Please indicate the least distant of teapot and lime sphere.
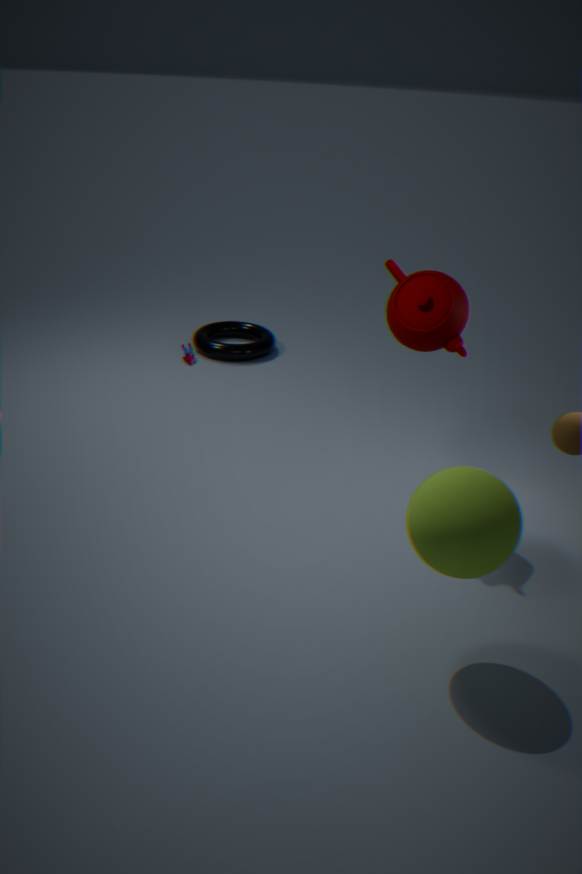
lime sphere
